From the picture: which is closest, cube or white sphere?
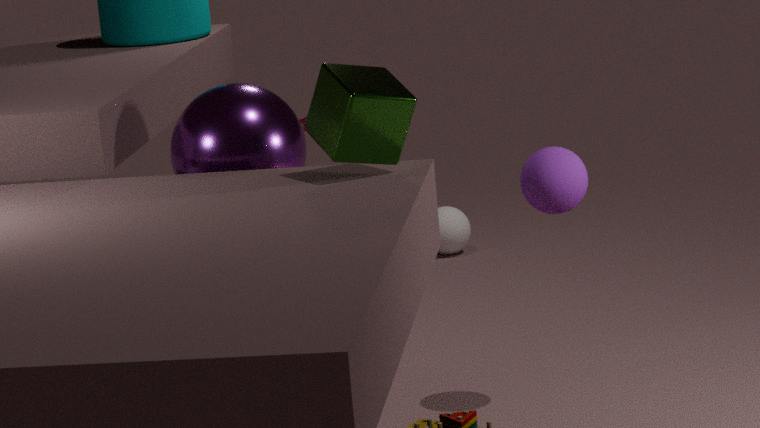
cube
